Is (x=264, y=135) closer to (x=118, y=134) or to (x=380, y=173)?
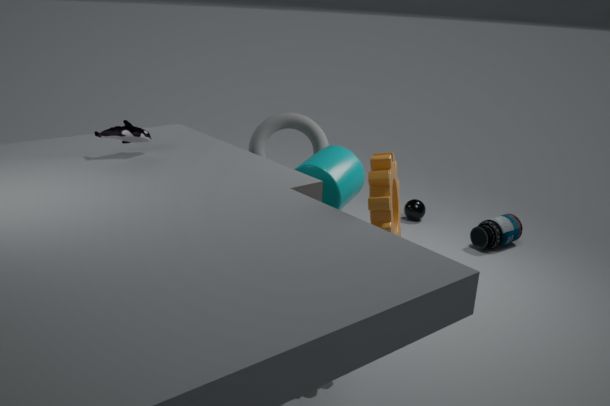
(x=118, y=134)
